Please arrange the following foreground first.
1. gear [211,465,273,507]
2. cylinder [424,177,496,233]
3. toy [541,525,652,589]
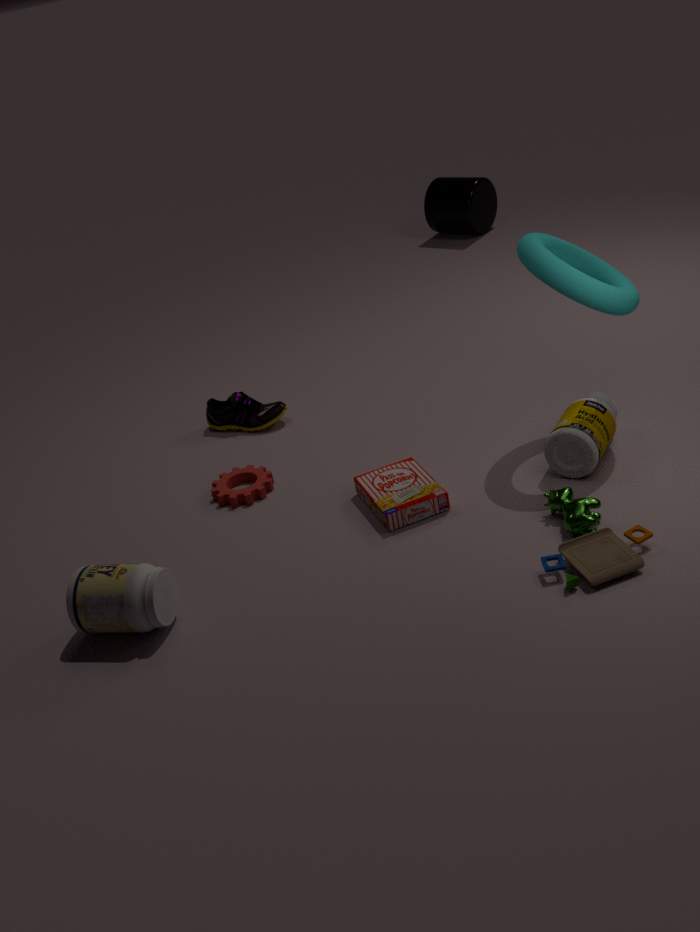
toy [541,525,652,589] → gear [211,465,273,507] → cylinder [424,177,496,233]
